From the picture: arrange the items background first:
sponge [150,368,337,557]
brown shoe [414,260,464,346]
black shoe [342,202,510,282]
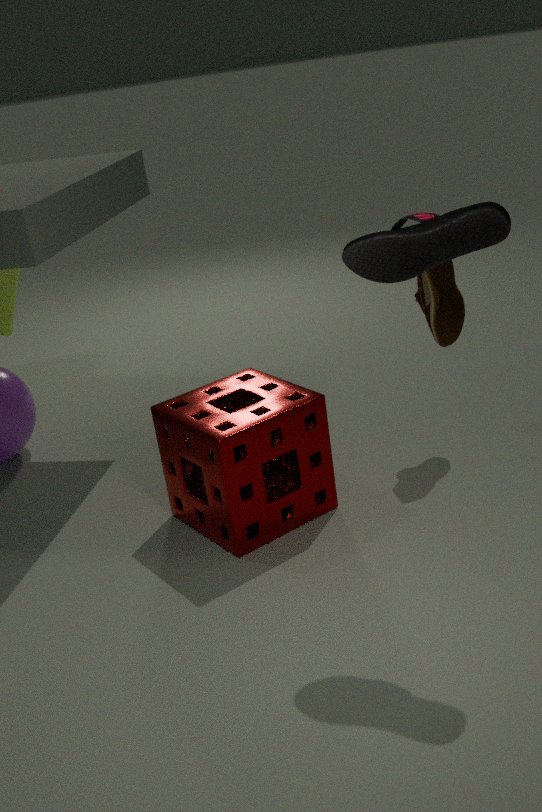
brown shoe [414,260,464,346] → sponge [150,368,337,557] → black shoe [342,202,510,282]
